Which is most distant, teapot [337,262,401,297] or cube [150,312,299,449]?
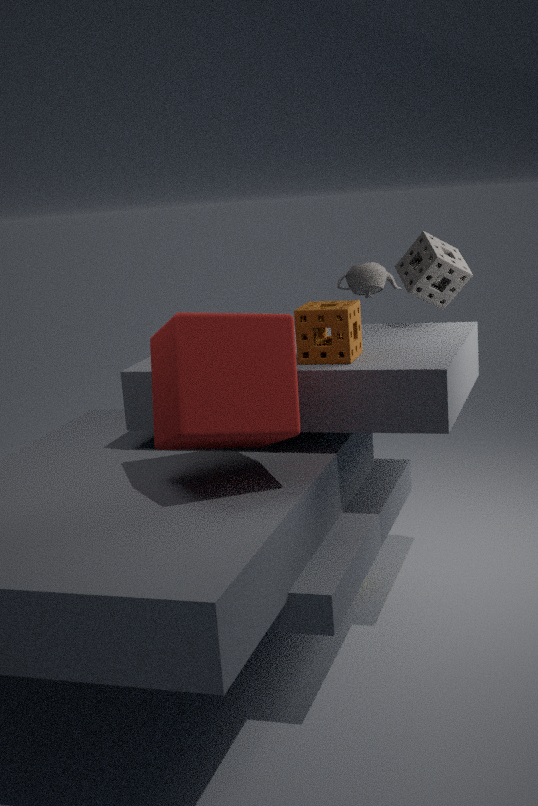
teapot [337,262,401,297]
